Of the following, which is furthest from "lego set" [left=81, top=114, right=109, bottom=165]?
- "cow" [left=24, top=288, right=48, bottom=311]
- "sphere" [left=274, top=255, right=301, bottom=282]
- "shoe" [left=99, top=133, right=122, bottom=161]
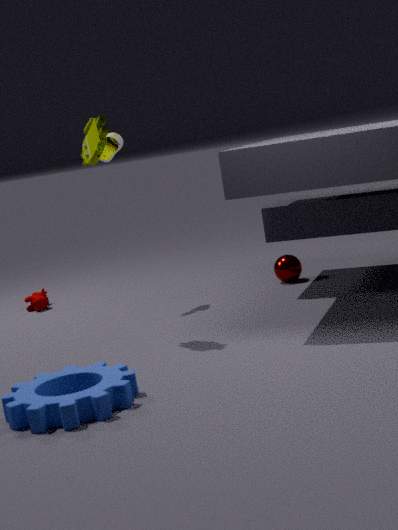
"cow" [left=24, top=288, right=48, bottom=311]
